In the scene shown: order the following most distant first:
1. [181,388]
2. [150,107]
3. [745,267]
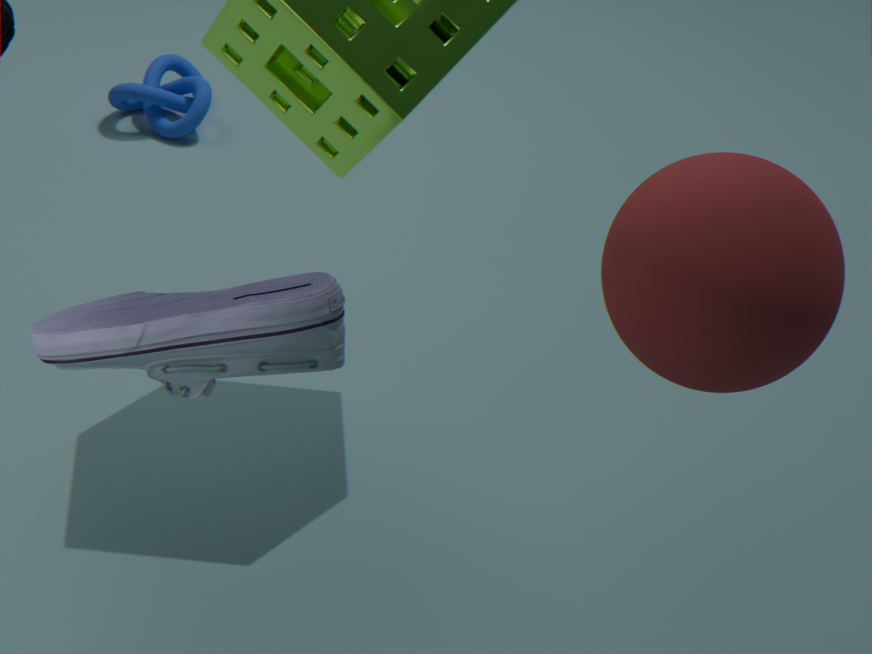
1. [150,107]
2. [745,267]
3. [181,388]
